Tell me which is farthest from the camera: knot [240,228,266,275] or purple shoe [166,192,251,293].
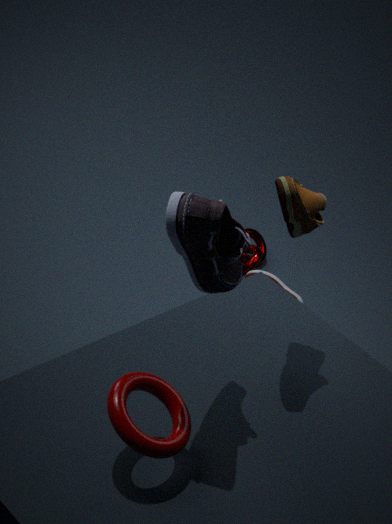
knot [240,228,266,275]
